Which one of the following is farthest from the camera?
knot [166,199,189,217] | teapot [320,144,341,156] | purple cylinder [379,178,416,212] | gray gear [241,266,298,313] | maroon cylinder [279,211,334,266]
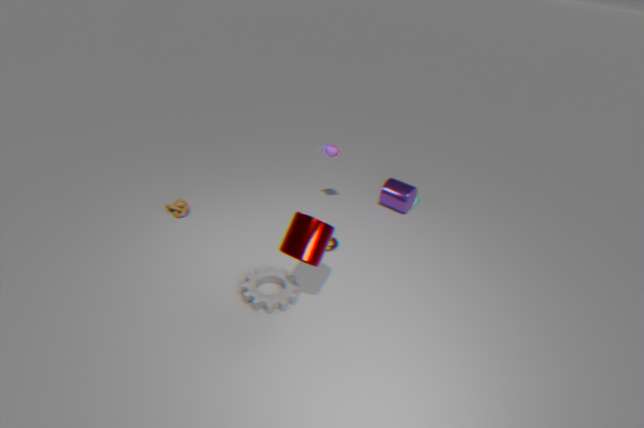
purple cylinder [379,178,416,212]
